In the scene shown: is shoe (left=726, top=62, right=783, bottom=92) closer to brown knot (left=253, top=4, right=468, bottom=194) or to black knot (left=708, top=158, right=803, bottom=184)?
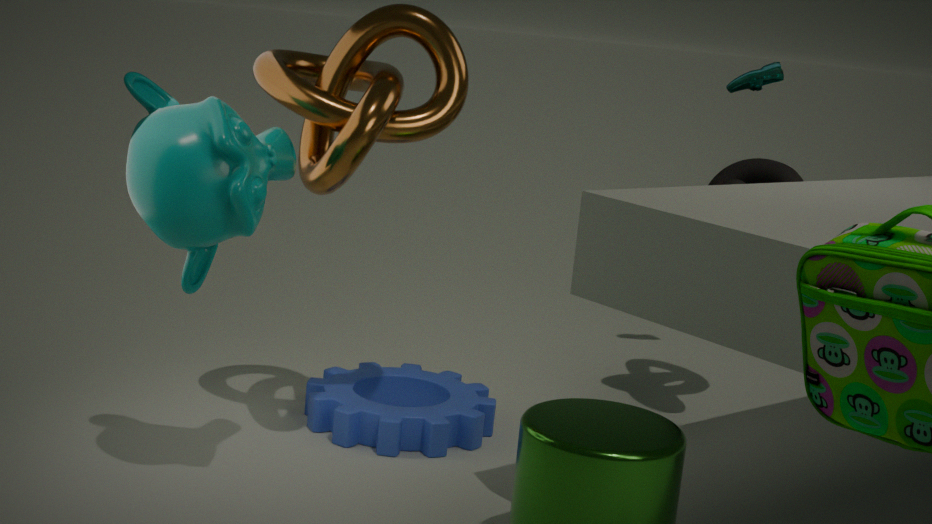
black knot (left=708, top=158, right=803, bottom=184)
